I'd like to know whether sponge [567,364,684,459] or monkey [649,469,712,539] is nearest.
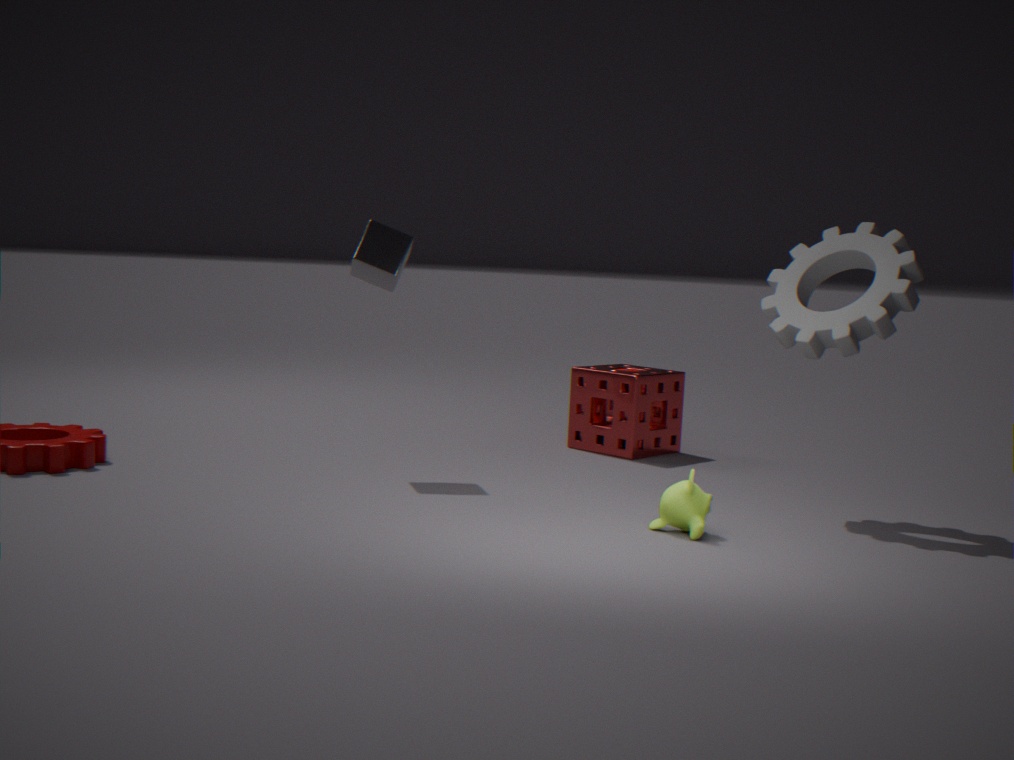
monkey [649,469,712,539]
